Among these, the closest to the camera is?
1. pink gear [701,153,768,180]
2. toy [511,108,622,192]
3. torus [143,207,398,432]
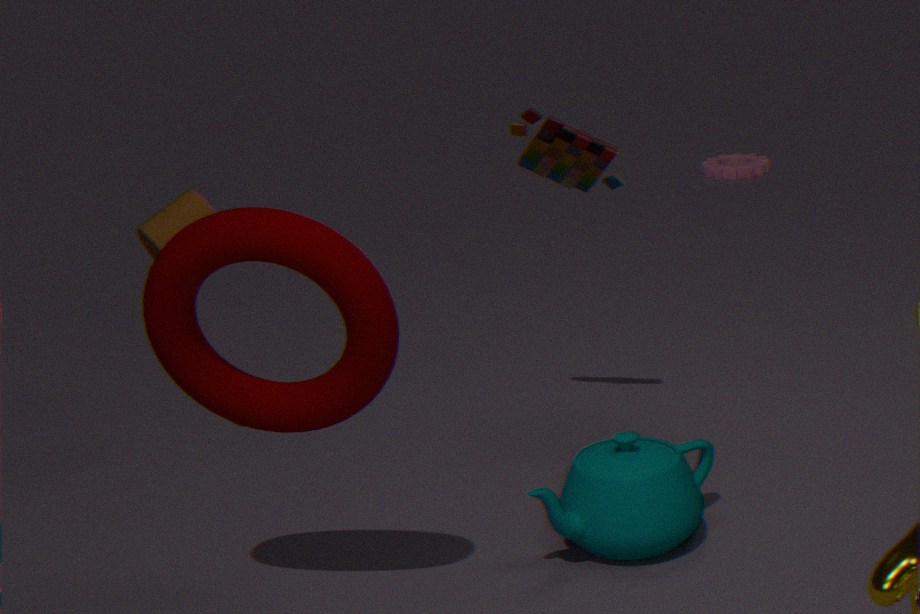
torus [143,207,398,432]
